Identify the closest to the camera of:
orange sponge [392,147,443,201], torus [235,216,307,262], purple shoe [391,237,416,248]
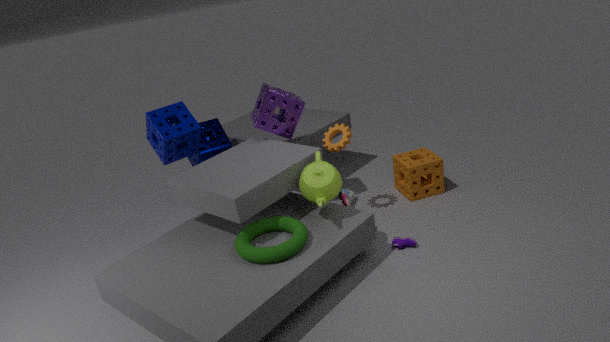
torus [235,216,307,262]
